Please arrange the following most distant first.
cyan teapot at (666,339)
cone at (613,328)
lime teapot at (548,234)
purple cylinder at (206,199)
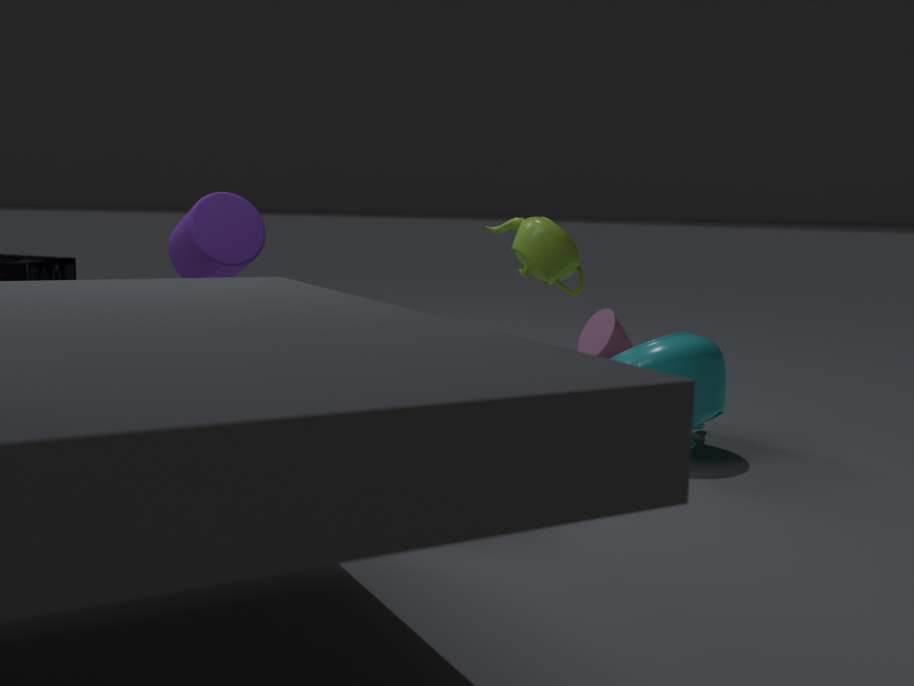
cone at (613,328) → cyan teapot at (666,339) → purple cylinder at (206,199) → lime teapot at (548,234)
